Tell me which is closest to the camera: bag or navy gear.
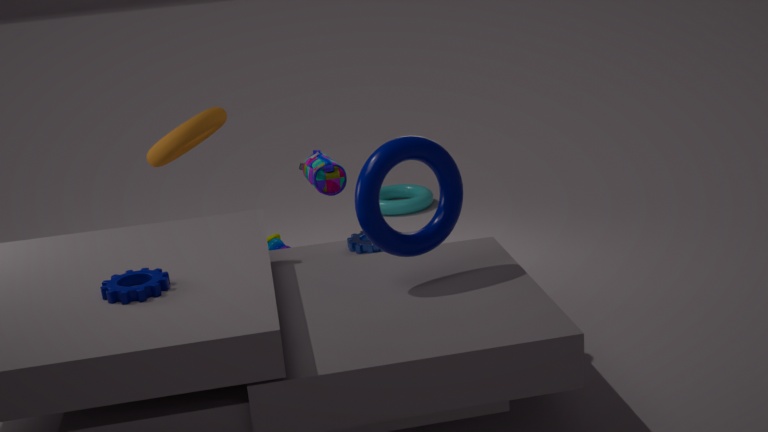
navy gear
